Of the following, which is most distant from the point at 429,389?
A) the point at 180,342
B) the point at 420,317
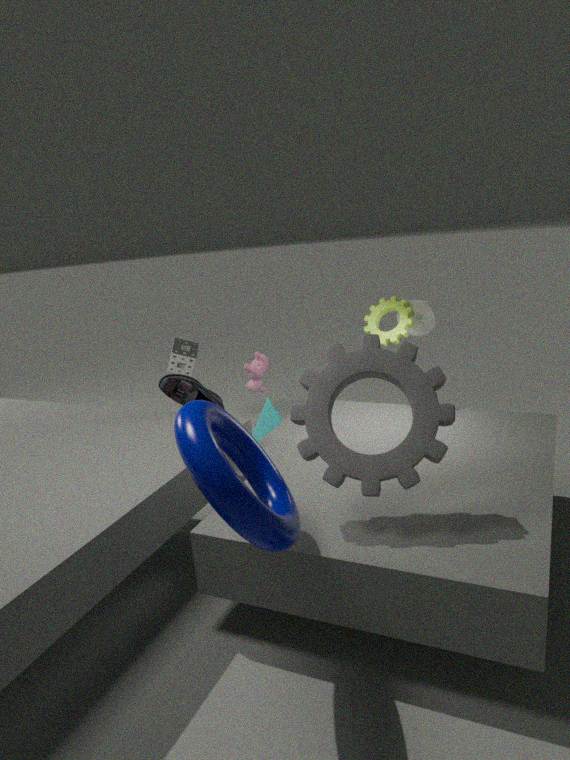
the point at 180,342
